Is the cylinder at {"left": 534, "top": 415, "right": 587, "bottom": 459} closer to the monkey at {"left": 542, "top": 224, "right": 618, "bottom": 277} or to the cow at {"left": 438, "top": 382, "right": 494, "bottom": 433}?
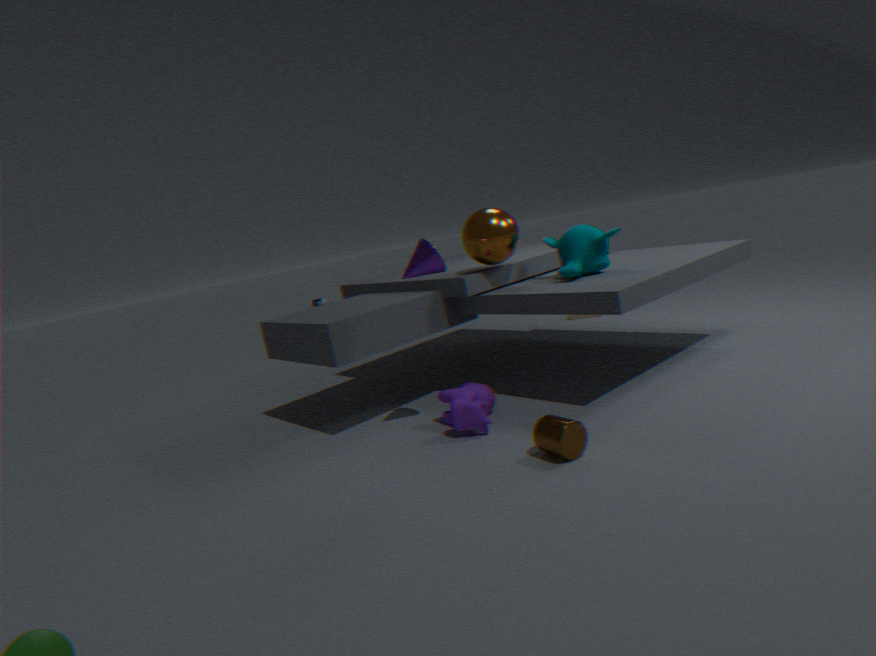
the cow at {"left": 438, "top": 382, "right": 494, "bottom": 433}
